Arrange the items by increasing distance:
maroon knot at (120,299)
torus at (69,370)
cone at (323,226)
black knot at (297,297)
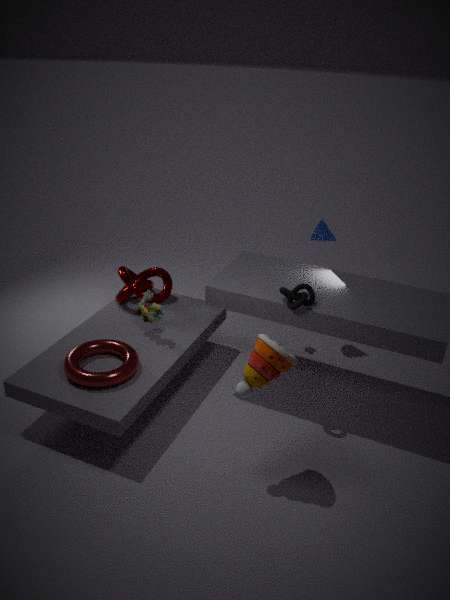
1. torus at (69,370)
2. black knot at (297,297)
3. maroon knot at (120,299)
4. cone at (323,226)
